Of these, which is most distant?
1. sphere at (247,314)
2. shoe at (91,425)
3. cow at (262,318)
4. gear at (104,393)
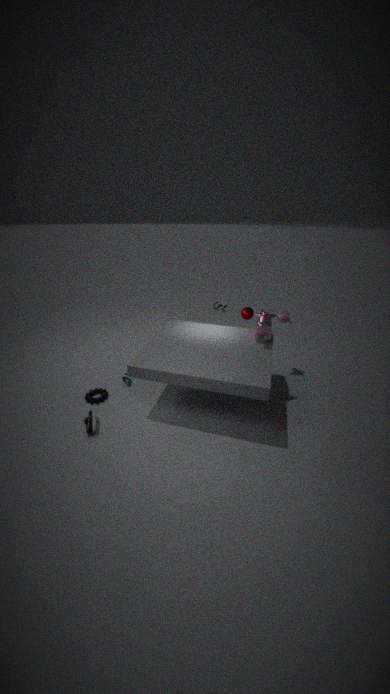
sphere at (247,314)
